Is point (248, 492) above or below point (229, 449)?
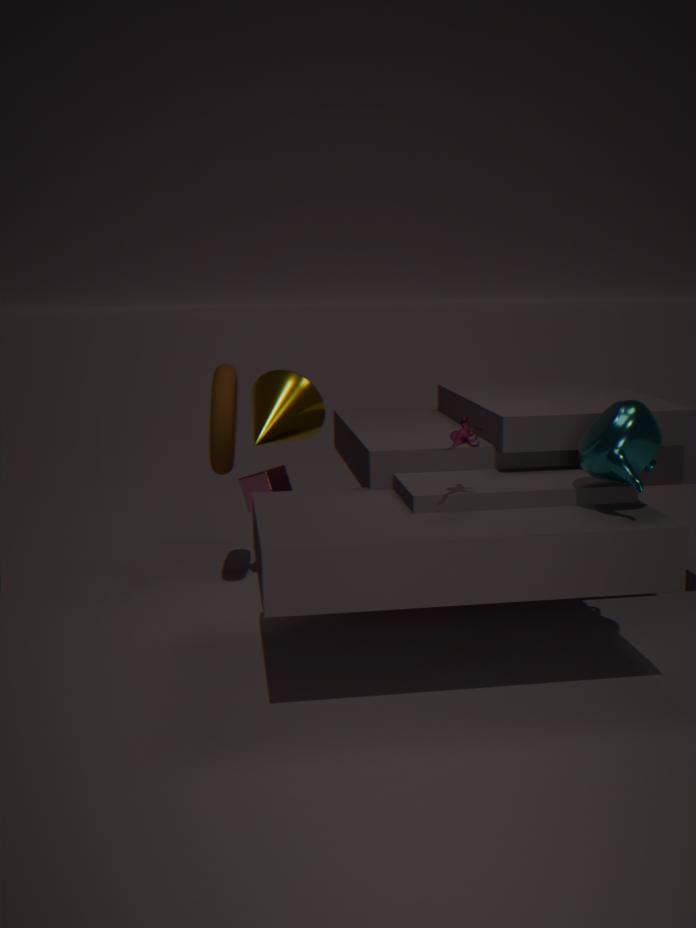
below
